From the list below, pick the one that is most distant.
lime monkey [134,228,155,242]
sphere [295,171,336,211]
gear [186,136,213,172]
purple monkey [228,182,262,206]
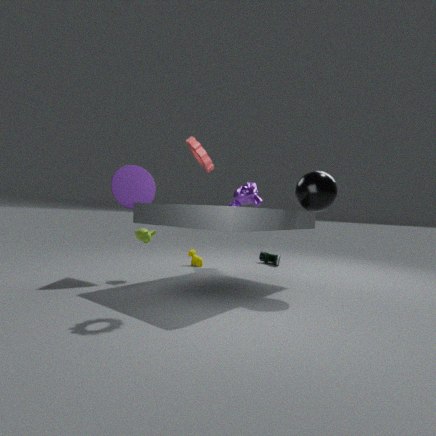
purple monkey [228,182,262,206]
